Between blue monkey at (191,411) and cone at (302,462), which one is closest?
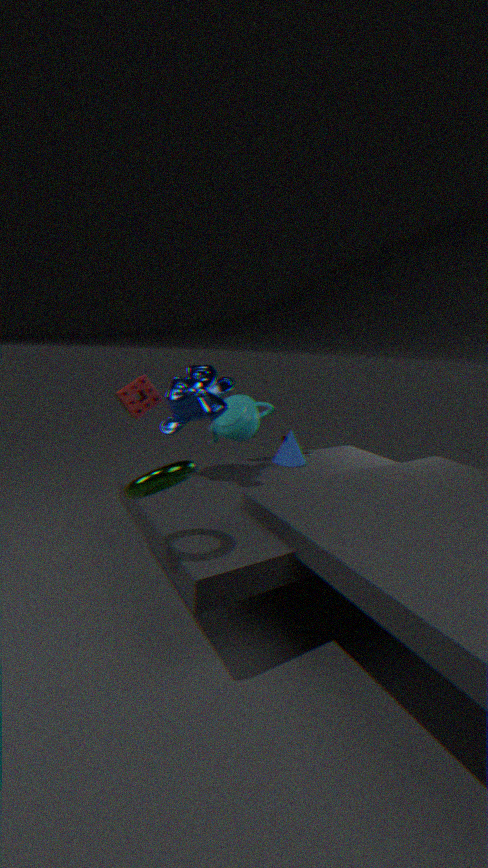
blue monkey at (191,411)
